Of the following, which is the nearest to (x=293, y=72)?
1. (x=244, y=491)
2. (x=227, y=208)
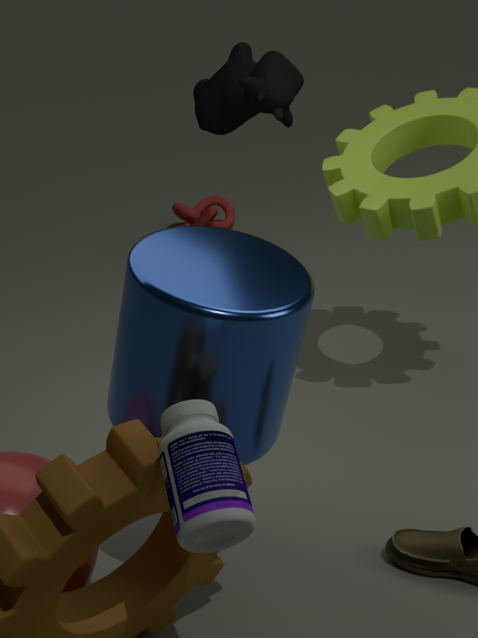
(x=227, y=208)
